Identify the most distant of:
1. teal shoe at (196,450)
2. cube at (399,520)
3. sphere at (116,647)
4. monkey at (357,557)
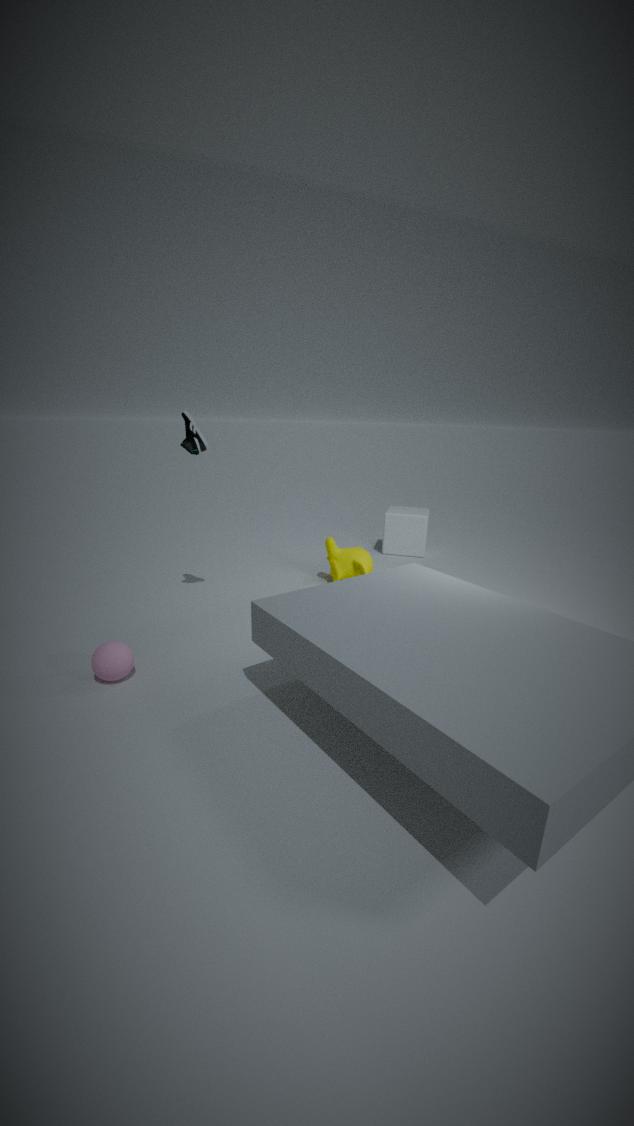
cube at (399,520)
